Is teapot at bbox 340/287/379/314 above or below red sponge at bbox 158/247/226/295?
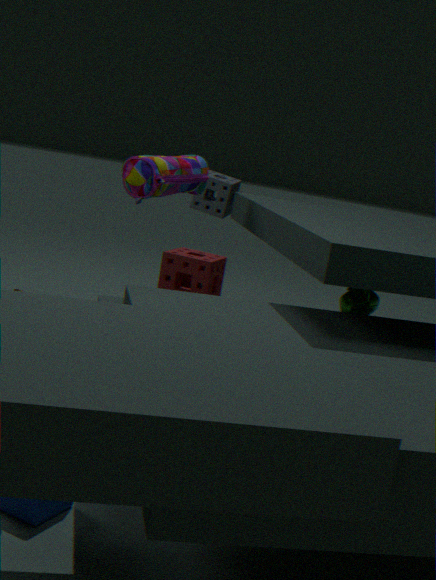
above
